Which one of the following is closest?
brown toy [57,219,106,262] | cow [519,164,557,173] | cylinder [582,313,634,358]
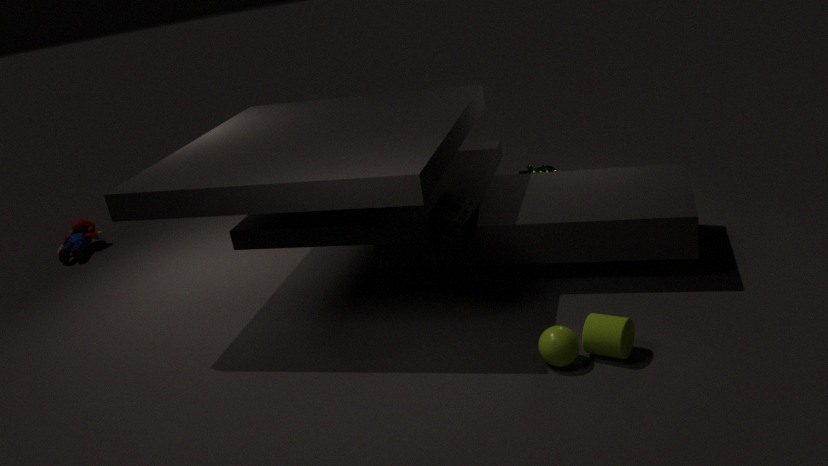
cylinder [582,313,634,358]
